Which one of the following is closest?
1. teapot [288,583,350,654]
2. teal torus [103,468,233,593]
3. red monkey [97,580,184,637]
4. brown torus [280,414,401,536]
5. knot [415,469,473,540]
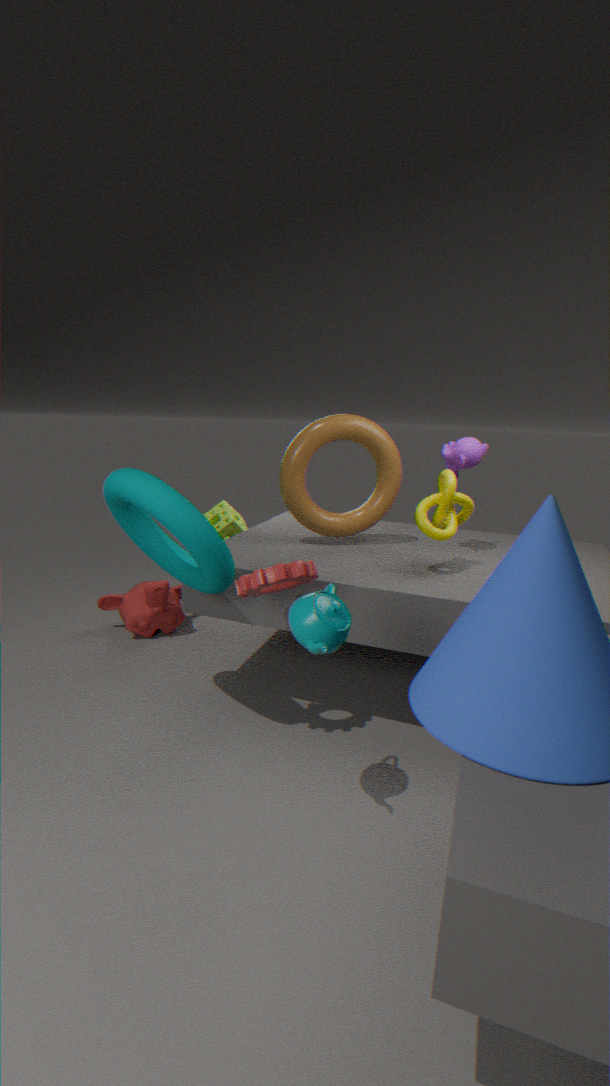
teapot [288,583,350,654]
